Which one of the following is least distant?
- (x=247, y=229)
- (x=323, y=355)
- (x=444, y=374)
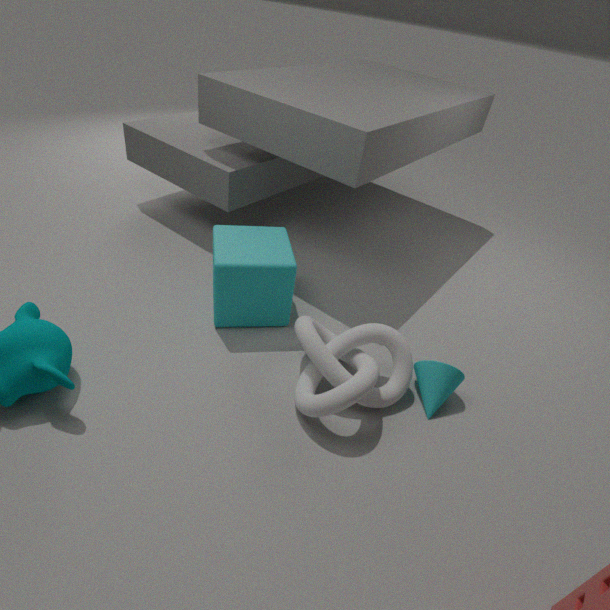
(x=323, y=355)
